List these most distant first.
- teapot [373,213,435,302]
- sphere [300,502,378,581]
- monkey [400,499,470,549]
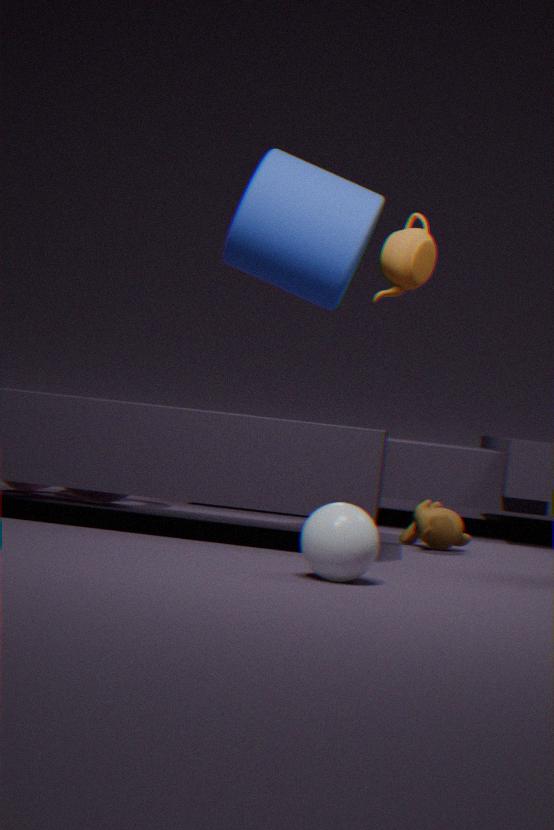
monkey [400,499,470,549] → teapot [373,213,435,302] → sphere [300,502,378,581]
